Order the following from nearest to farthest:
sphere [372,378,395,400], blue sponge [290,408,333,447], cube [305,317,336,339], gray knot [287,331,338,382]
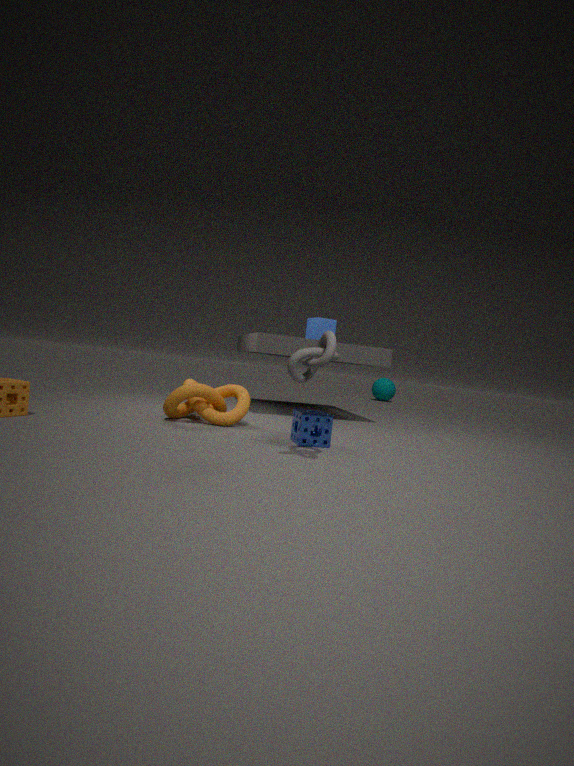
gray knot [287,331,338,382] → blue sponge [290,408,333,447] → cube [305,317,336,339] → sphere [372,378,395,400]
